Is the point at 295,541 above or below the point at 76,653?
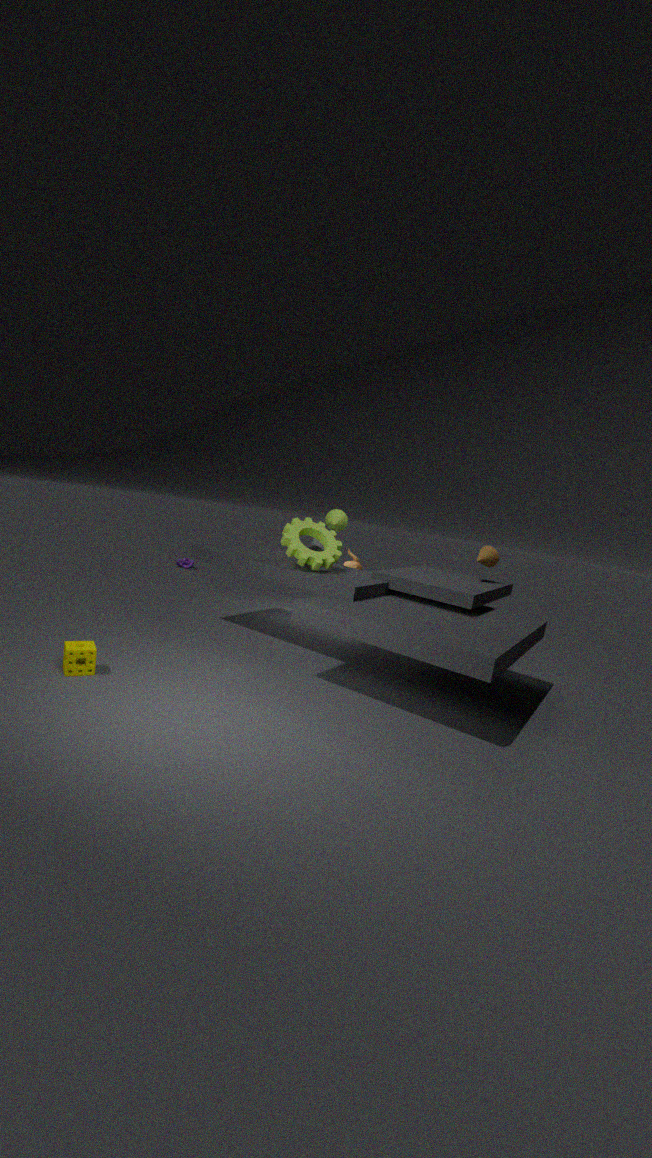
above
